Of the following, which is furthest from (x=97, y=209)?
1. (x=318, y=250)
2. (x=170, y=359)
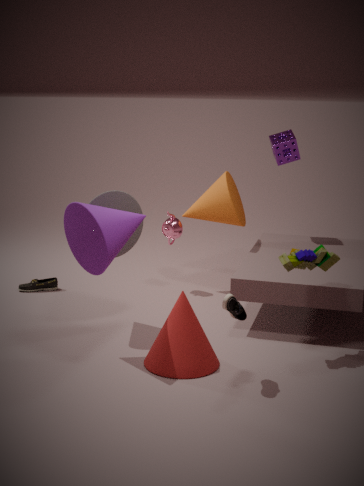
(x=318, y=250)
